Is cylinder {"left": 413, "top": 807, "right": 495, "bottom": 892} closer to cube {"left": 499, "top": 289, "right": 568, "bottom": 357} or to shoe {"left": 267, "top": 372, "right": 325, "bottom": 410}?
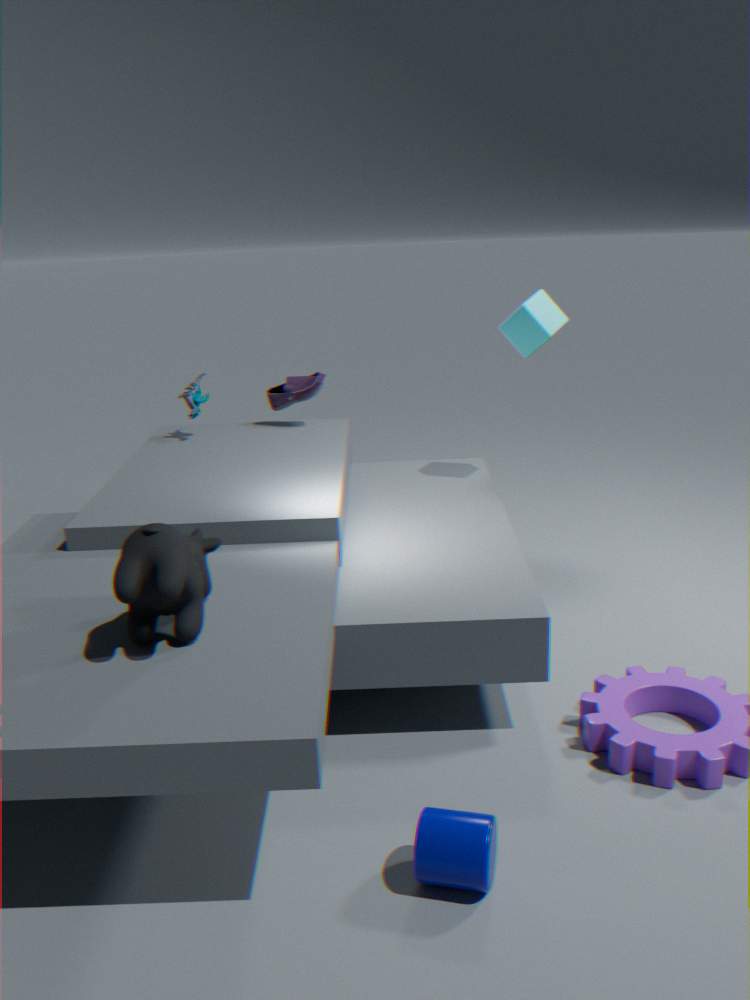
cube {"left": 499, "top": 289, "right": 568, "bottom": 357}
